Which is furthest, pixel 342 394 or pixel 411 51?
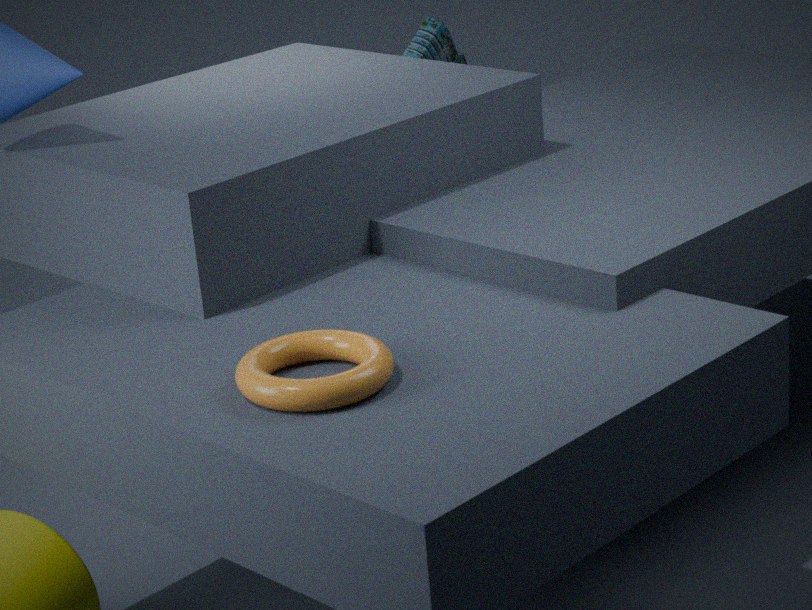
pixel 411 51
